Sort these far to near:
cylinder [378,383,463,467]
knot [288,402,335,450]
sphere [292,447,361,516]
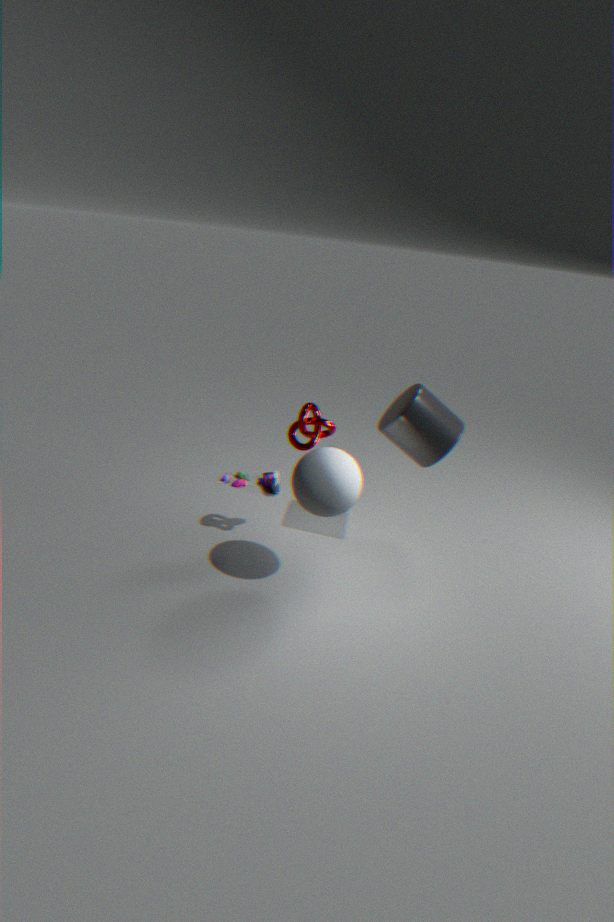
cylinder [378,383,463,467] → knot [288,402,335,450] → sphere [292,447,361,516]
